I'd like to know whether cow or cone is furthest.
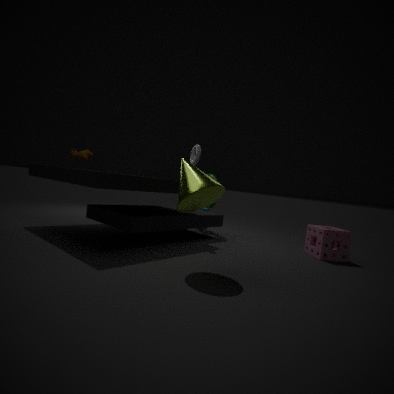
cow
